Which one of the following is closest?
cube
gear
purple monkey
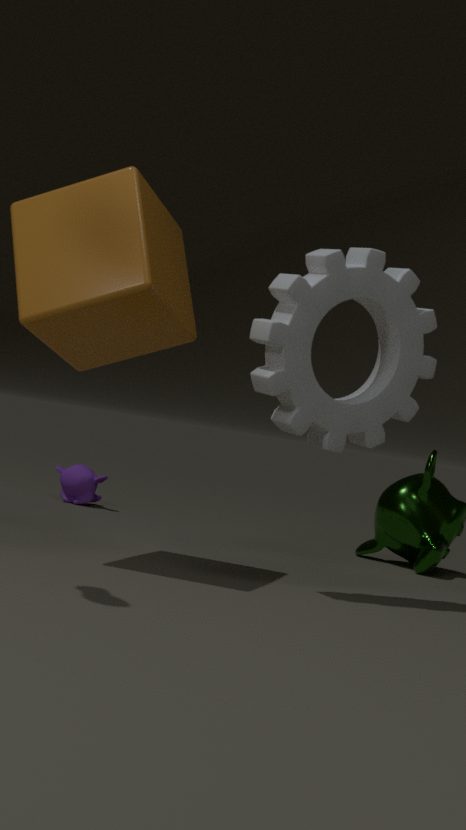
cube
